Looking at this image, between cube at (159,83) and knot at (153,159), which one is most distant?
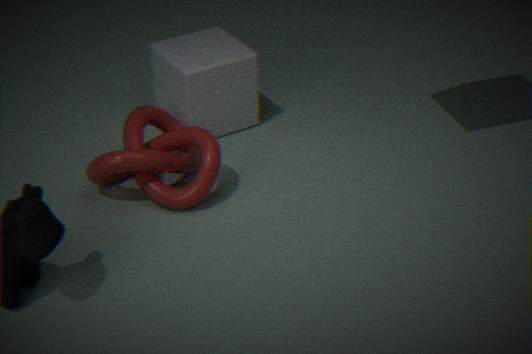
cube at (159,83)
